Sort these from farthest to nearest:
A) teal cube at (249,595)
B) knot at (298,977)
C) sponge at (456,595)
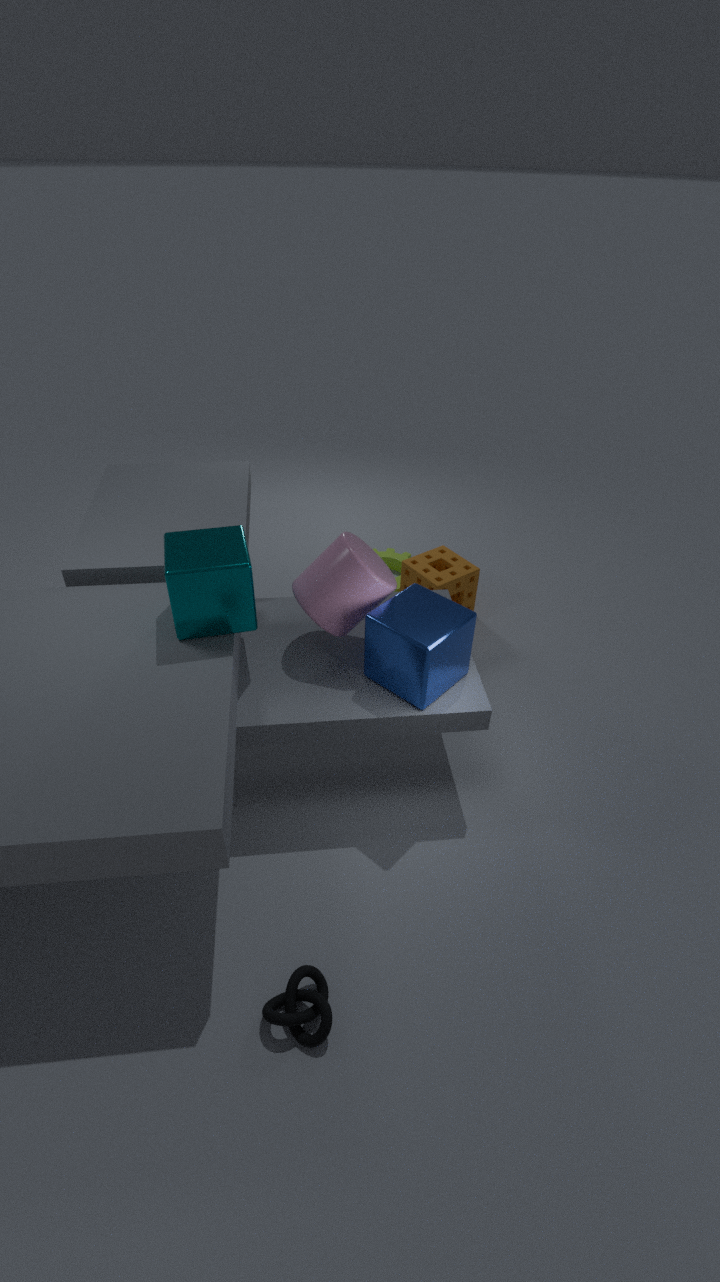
sponge at (456,595) < teal cube at (249,595) < knot at (298,977)
